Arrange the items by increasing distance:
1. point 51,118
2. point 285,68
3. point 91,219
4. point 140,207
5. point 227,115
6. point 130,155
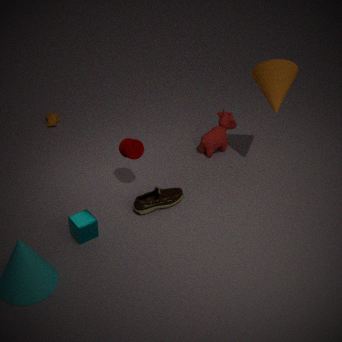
point 91,219 → point 140,207 → point 130,155 → point 285,68 → point 227,115 → point 51,118
